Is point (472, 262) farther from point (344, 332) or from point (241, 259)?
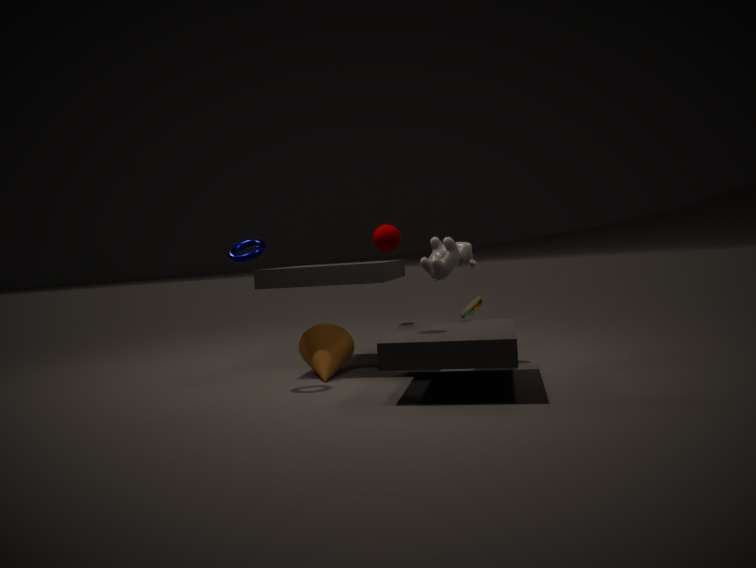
point (241, 259)
